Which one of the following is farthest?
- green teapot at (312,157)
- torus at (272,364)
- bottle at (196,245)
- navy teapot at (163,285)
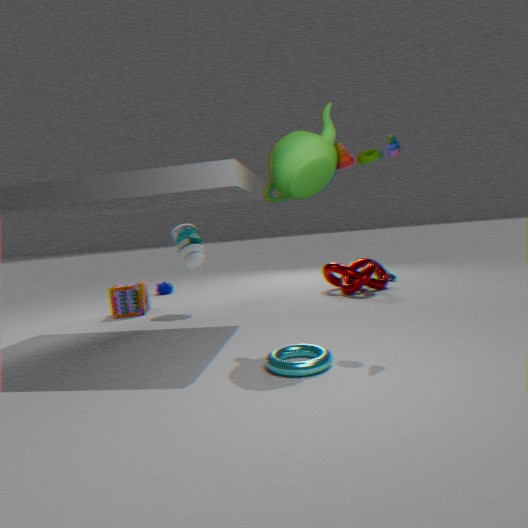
navy teapot at (163,285)
